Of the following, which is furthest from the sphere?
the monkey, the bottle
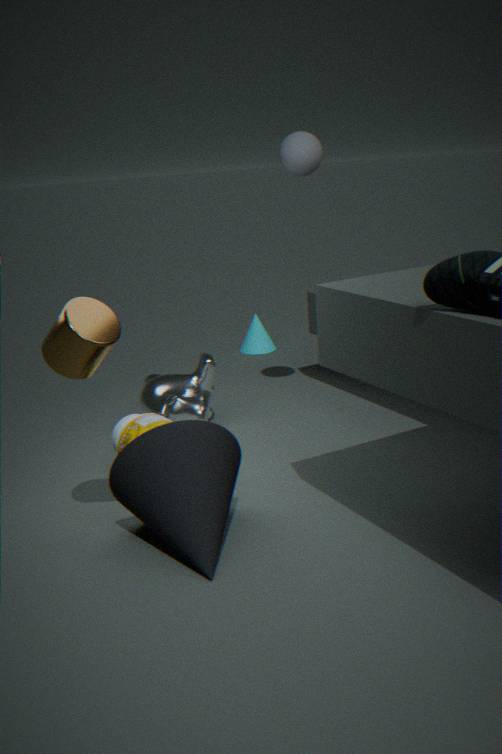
the bottle
